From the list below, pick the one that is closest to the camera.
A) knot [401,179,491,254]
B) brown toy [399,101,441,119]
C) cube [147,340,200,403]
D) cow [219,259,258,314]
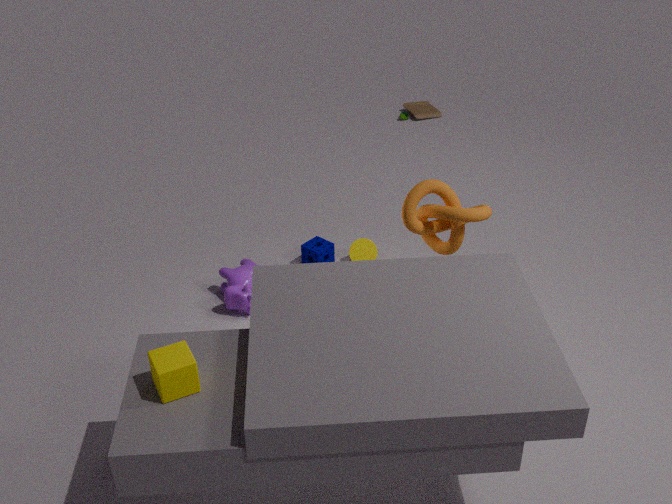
cube [147,340,200,403]
